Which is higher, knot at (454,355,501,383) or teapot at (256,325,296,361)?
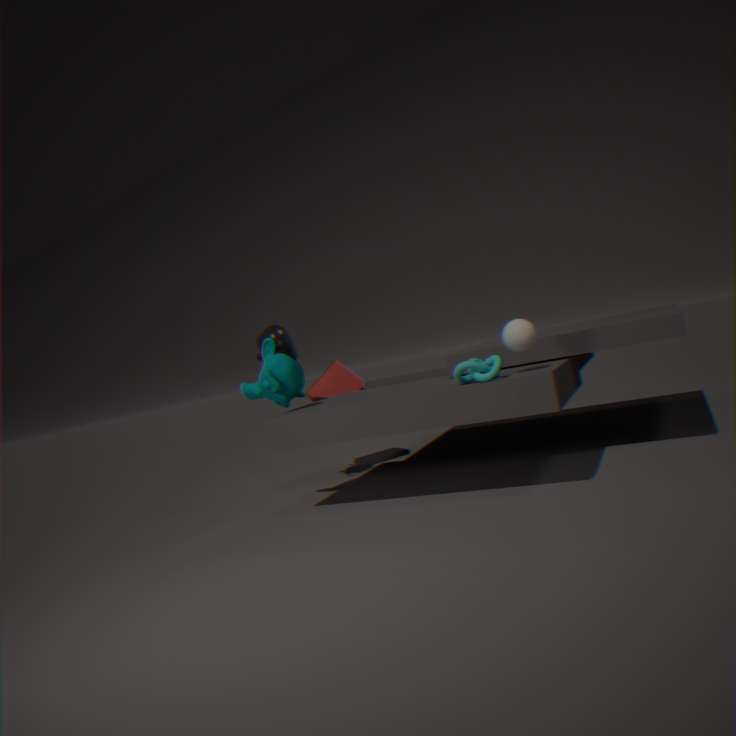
teapot at (256,325,296,361)
